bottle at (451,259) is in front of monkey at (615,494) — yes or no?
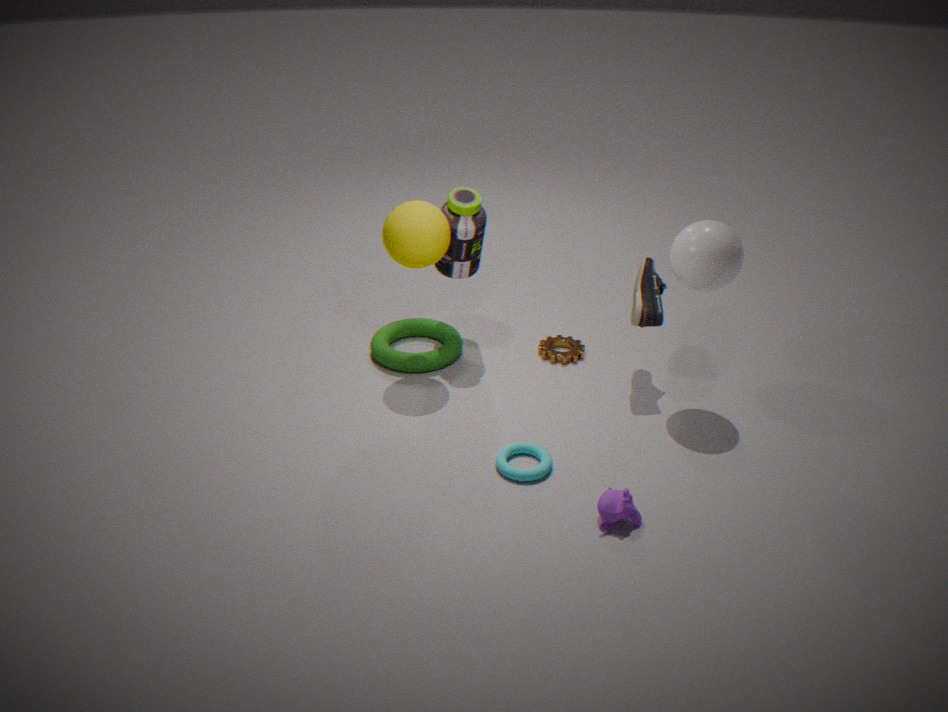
No
